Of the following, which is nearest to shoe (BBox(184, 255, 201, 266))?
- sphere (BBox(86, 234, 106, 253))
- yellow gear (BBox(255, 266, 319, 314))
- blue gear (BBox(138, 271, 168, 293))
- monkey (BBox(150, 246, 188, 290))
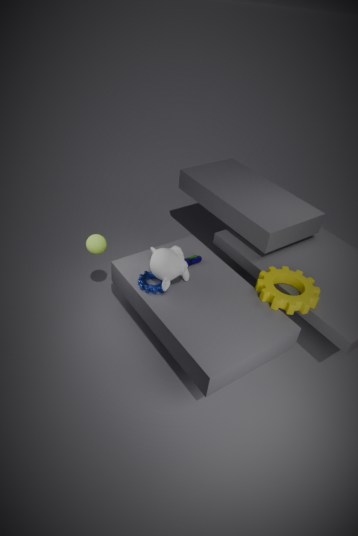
monkey (BBox(150, 246, 188, 290))
